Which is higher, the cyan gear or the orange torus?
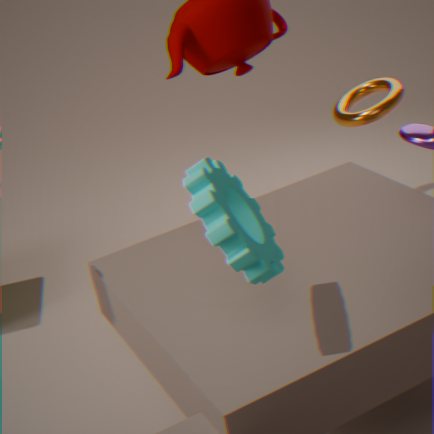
the cyan gear
